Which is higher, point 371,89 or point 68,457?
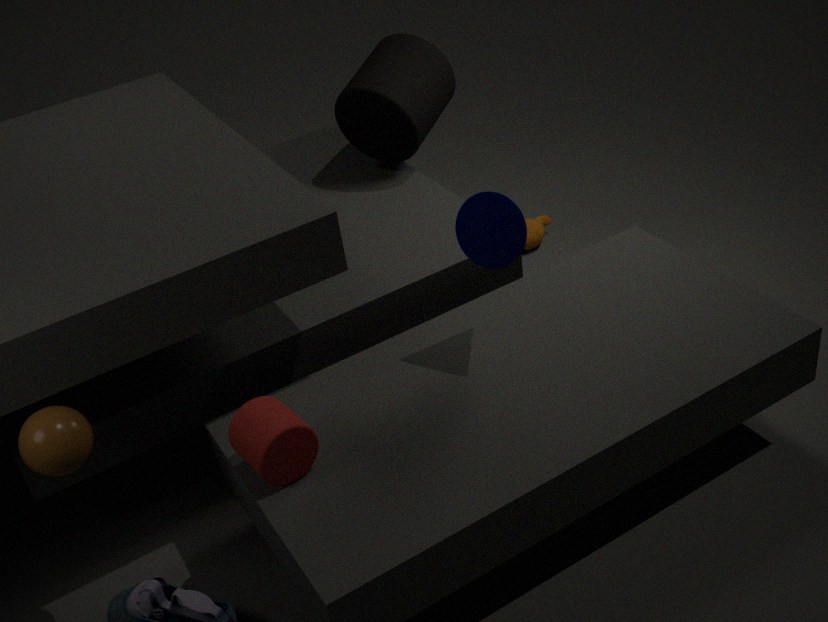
point 371,89
